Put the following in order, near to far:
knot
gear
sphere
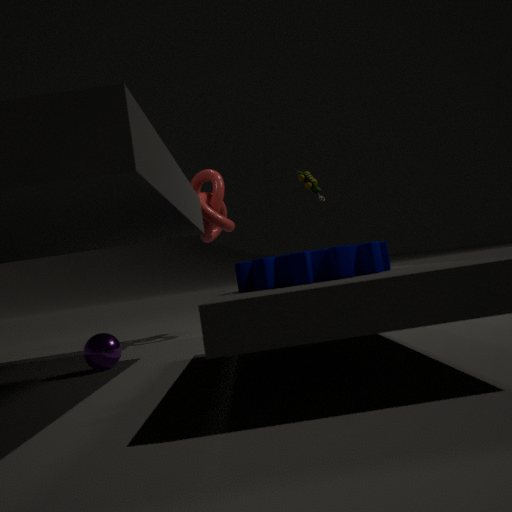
gear
sphere
knot
